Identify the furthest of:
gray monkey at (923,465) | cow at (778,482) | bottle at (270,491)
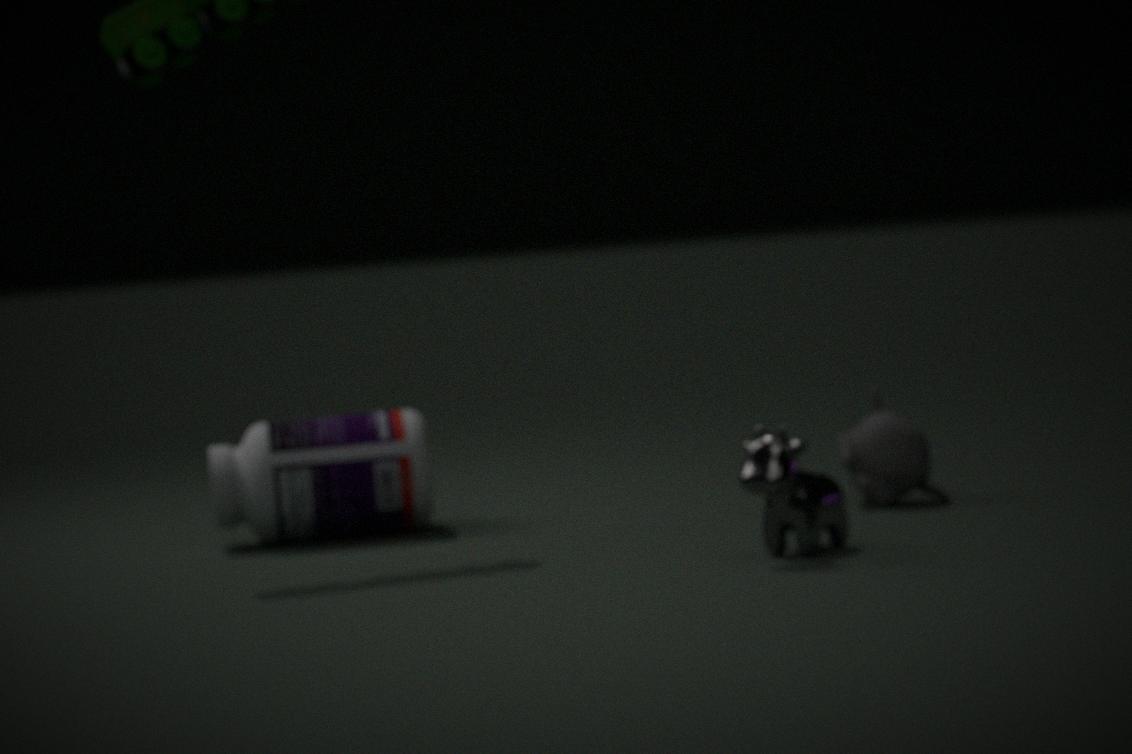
bottle at (270,491)
